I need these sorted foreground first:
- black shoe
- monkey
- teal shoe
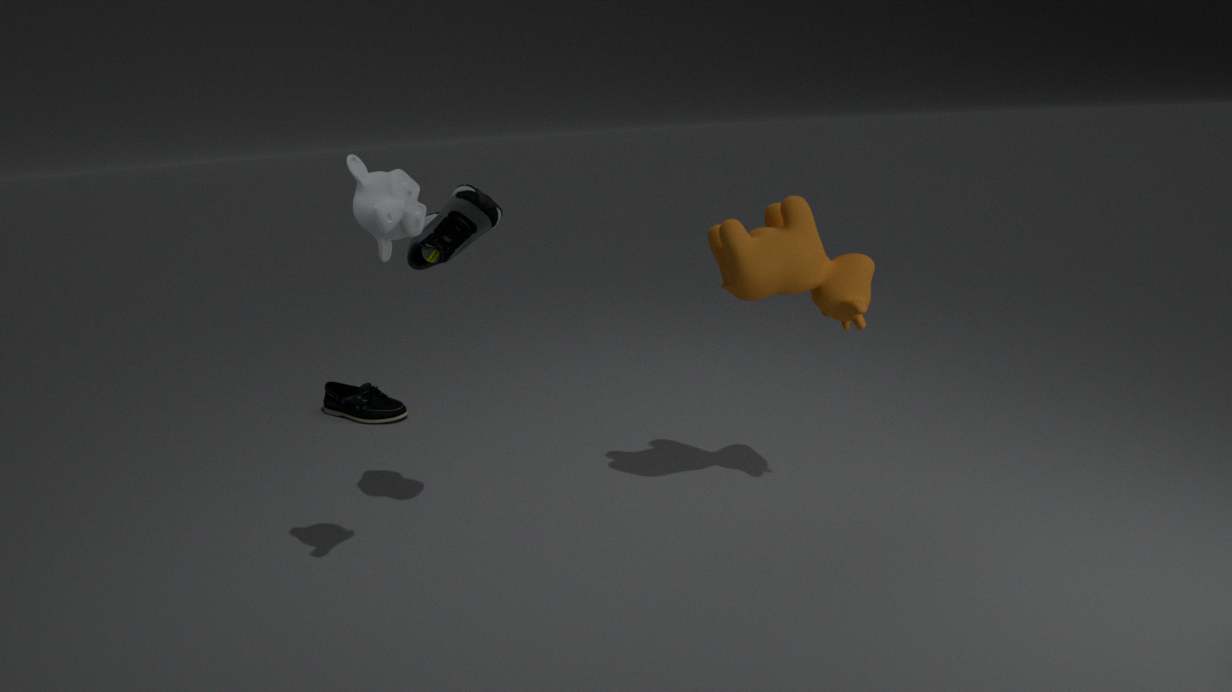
monkey, black shoe, teal shoe
